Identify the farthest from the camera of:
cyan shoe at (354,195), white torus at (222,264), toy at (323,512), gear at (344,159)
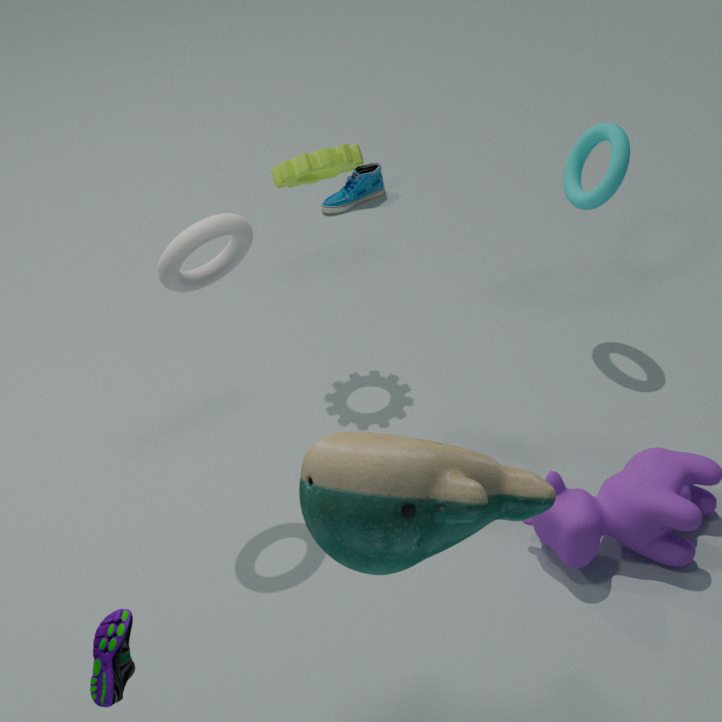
cyan shoe at (354,195)
